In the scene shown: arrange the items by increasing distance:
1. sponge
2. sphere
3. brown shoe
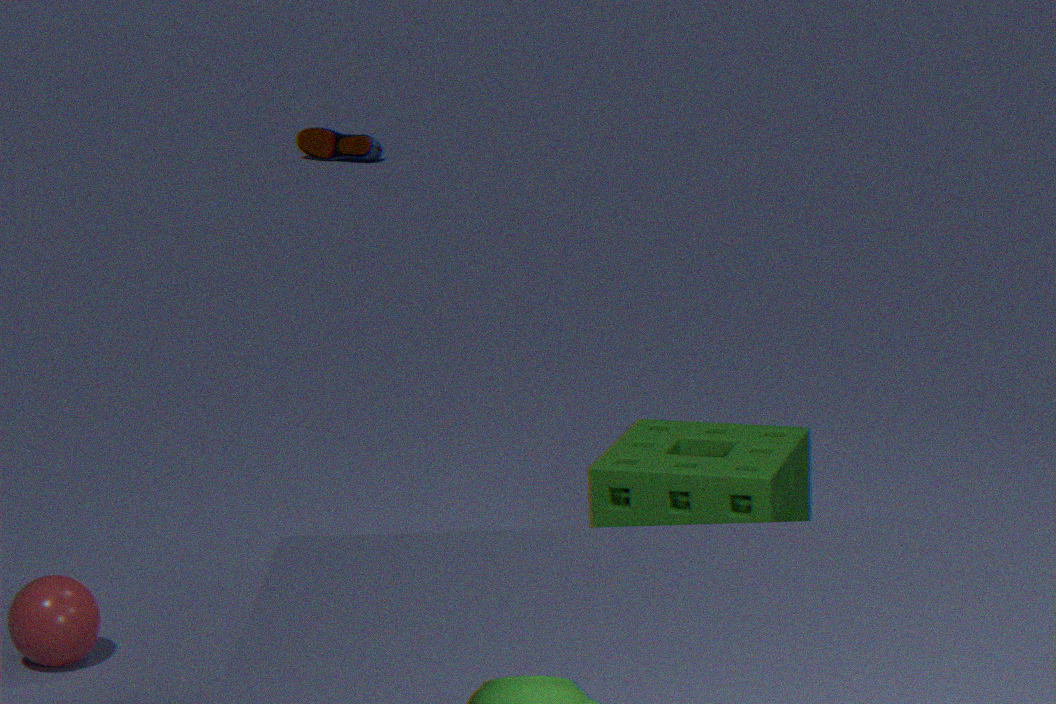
sponge < sphere < brown shoe
